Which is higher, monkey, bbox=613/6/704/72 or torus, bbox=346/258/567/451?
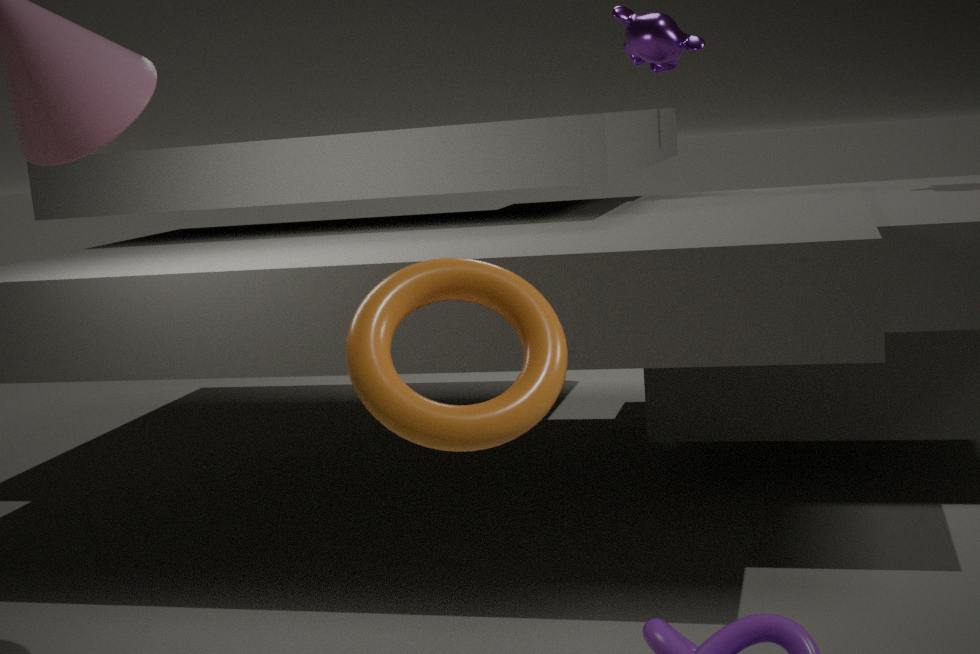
monkey, bbox=613/6/704/72
